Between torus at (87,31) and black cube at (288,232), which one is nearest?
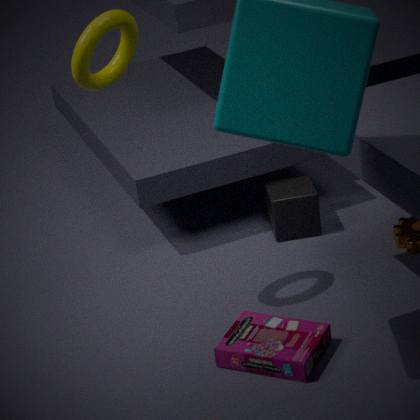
torus at (87,31)
